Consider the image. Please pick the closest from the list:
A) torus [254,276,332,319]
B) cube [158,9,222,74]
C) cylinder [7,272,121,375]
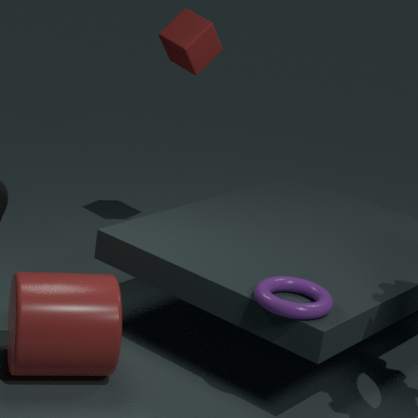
torus [254,276,332,319]
